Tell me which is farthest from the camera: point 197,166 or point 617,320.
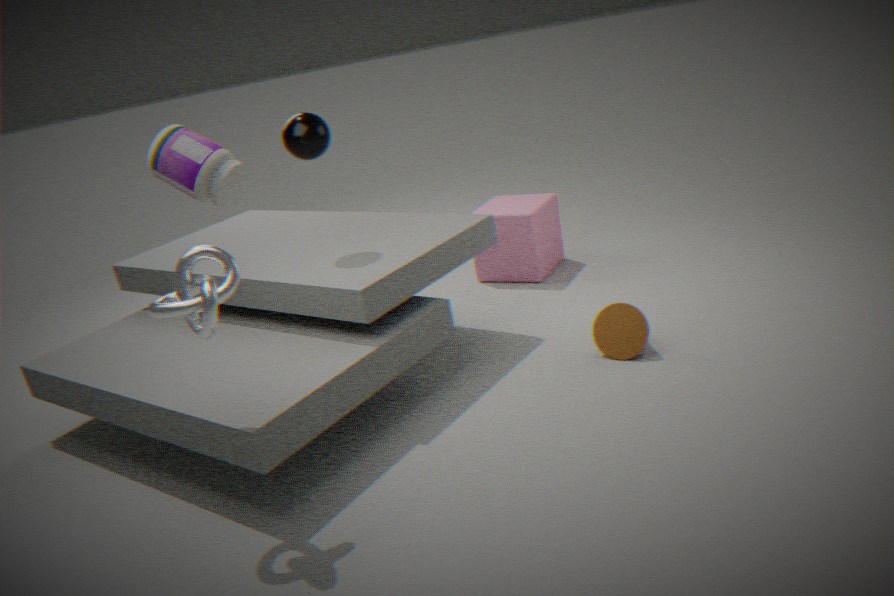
point 617,320
